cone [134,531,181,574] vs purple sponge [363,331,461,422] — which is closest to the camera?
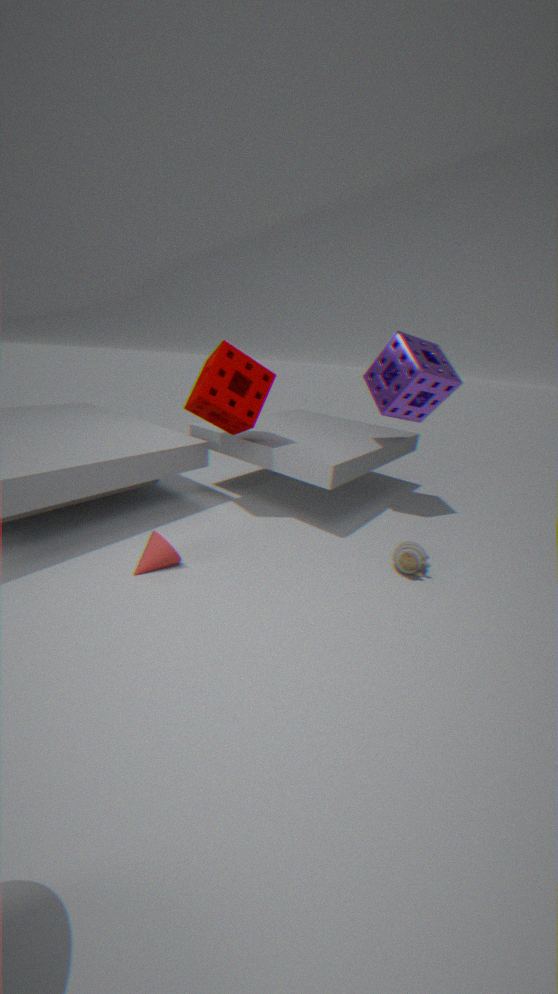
cone [134,531,181,574]
